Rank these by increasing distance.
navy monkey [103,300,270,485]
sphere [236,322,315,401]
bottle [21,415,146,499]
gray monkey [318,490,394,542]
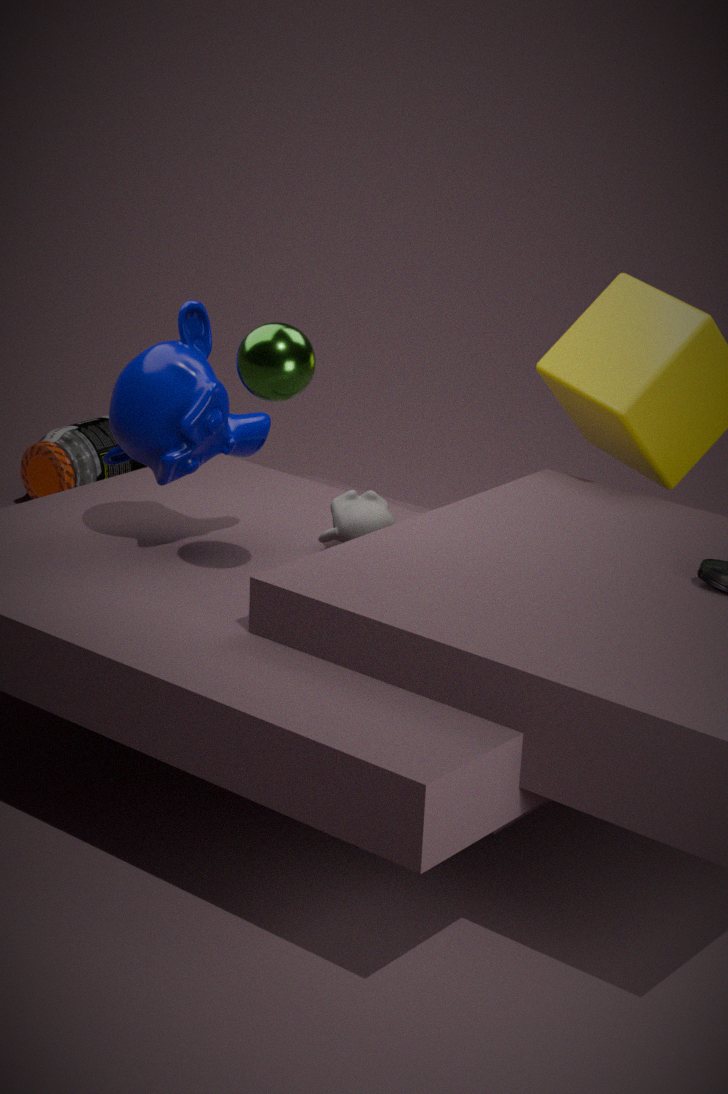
sphere [236,322,315,401]
navy monkey [103,300,270,485]
gray monkey [318,490,394,542]
bottle [21,415,146,499]
